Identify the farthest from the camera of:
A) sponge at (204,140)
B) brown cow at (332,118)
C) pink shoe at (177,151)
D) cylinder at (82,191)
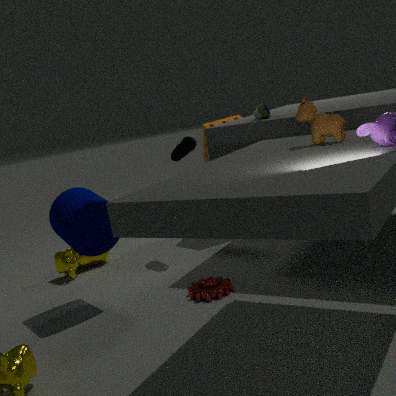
sponge at (204,140)
